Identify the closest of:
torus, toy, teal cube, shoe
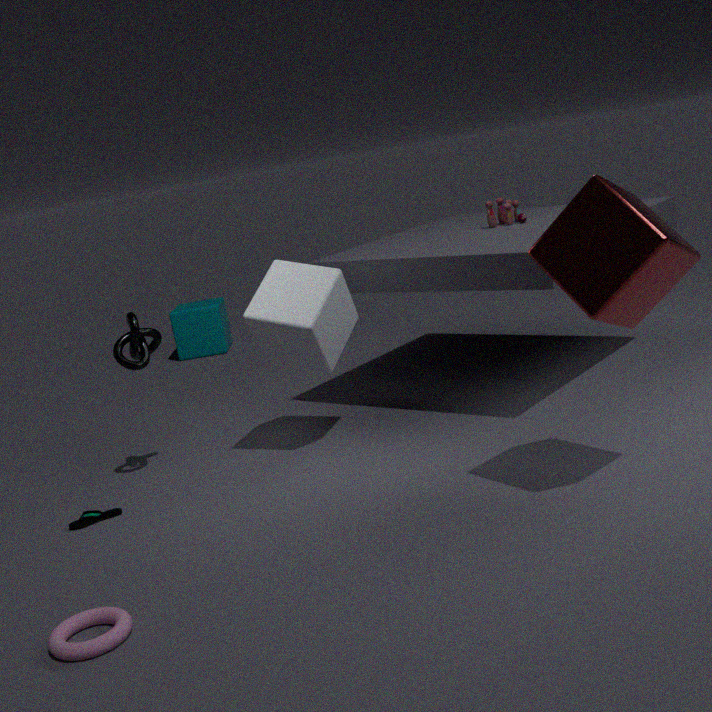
torus
